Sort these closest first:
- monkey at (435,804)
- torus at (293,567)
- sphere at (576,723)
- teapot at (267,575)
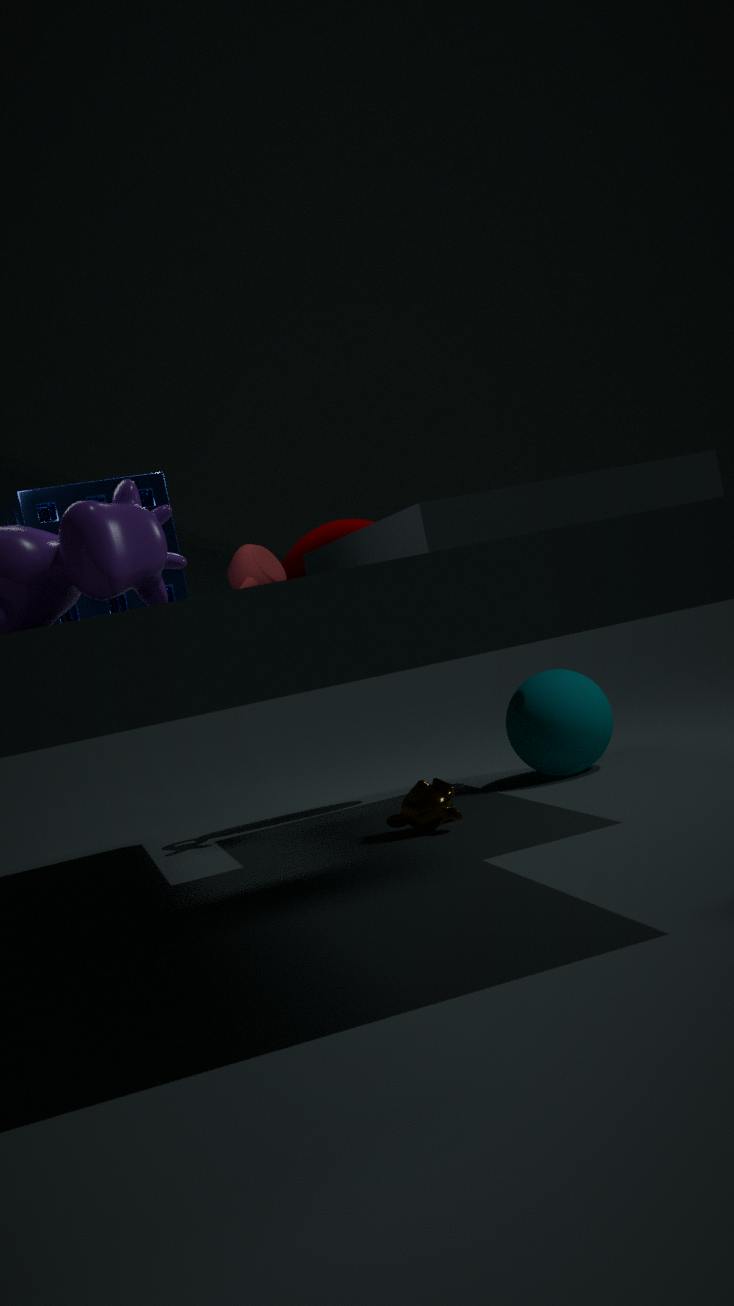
teapot at (267,575), monkey at (435,804), sphere at (576,723), torus at (293,567)
